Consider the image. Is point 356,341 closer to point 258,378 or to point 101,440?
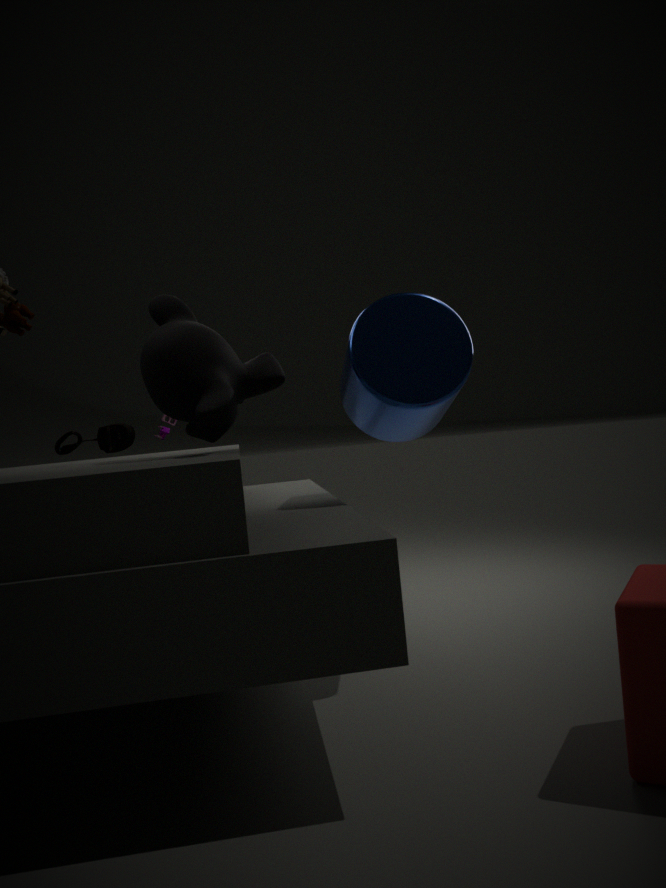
point 258,378
